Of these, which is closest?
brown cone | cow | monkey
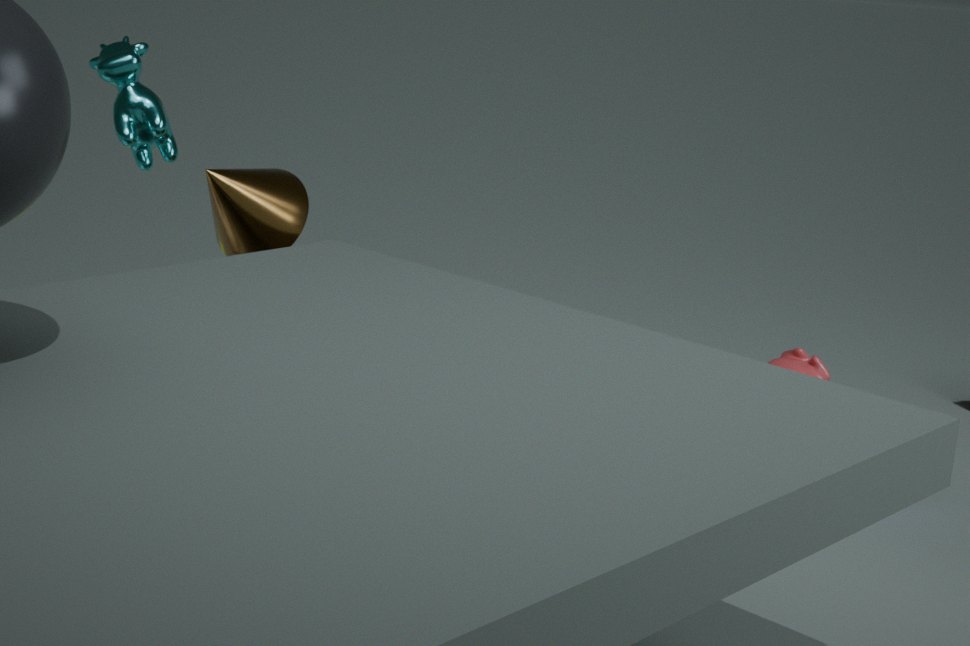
cow
